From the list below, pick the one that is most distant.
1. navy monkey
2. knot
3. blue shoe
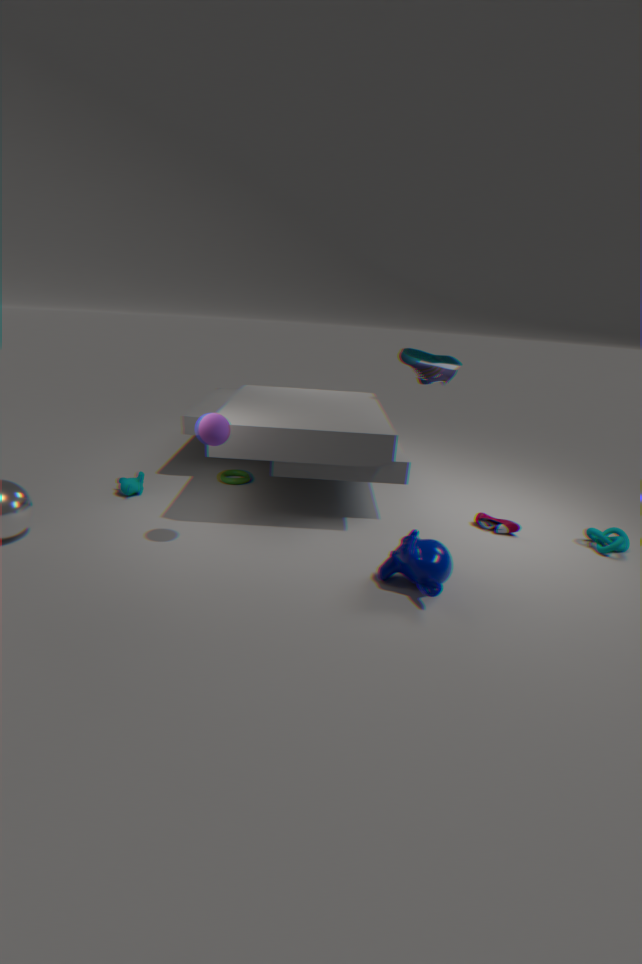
blue shoe
